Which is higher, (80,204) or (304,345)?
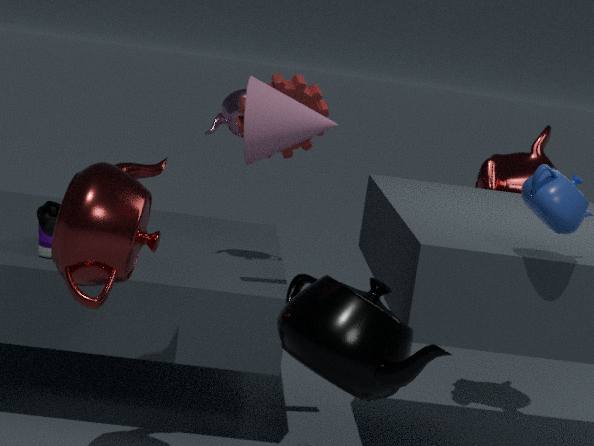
Answer: (80,204)
